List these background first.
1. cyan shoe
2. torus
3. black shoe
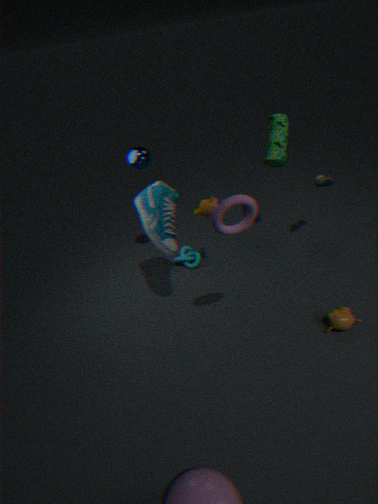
black shoe
cyan shoe
torus
